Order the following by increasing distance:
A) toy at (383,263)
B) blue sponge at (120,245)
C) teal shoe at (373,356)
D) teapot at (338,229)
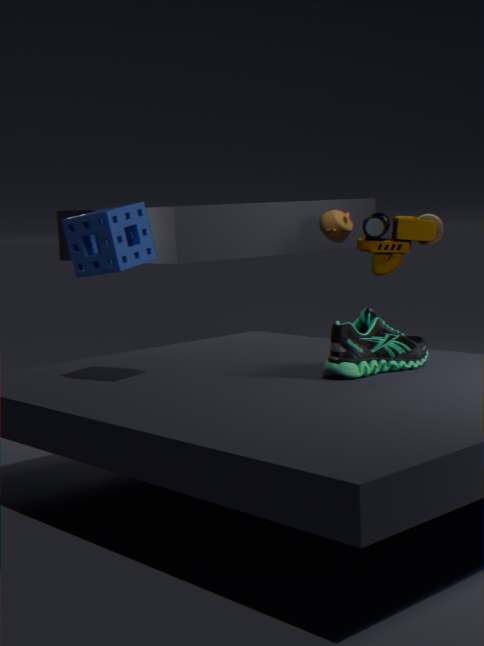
blue sponge at (120,245) < teal shoe at (373,356) < toy at (383,263) < teapot at (338,229)
